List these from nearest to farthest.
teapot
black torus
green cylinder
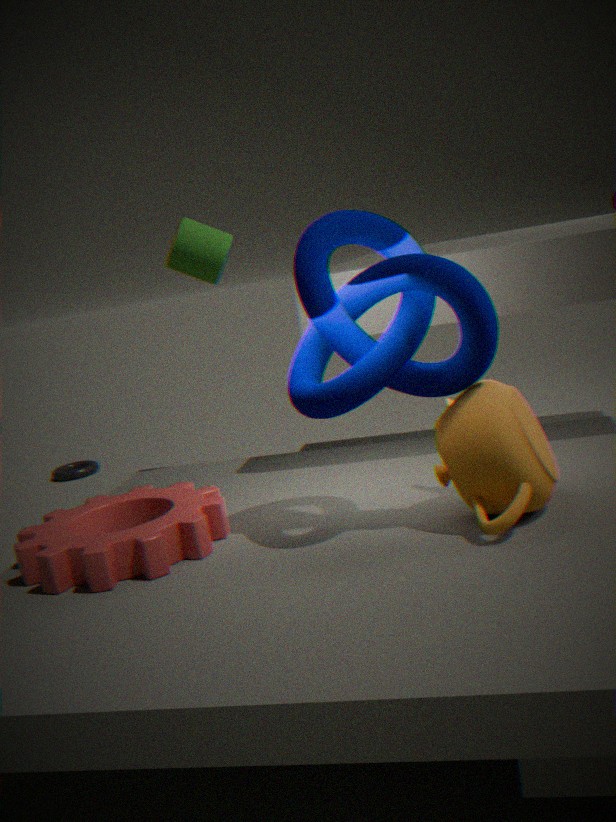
teapot
green cylinder
black torus
